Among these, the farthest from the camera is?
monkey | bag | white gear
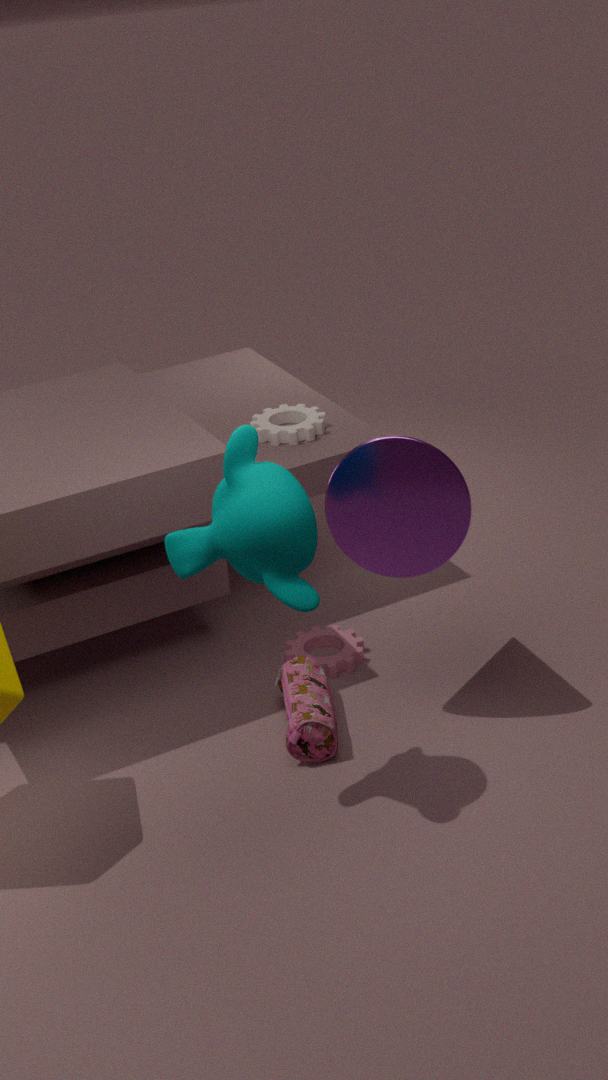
white gear
